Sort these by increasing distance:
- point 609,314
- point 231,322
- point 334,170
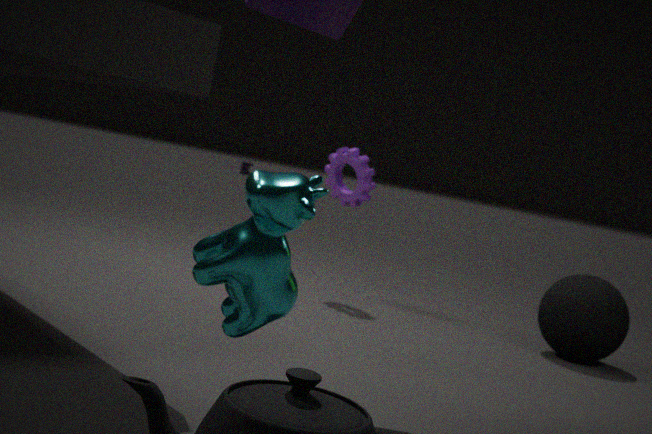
point 231,322
point 609,314
point 334,170
